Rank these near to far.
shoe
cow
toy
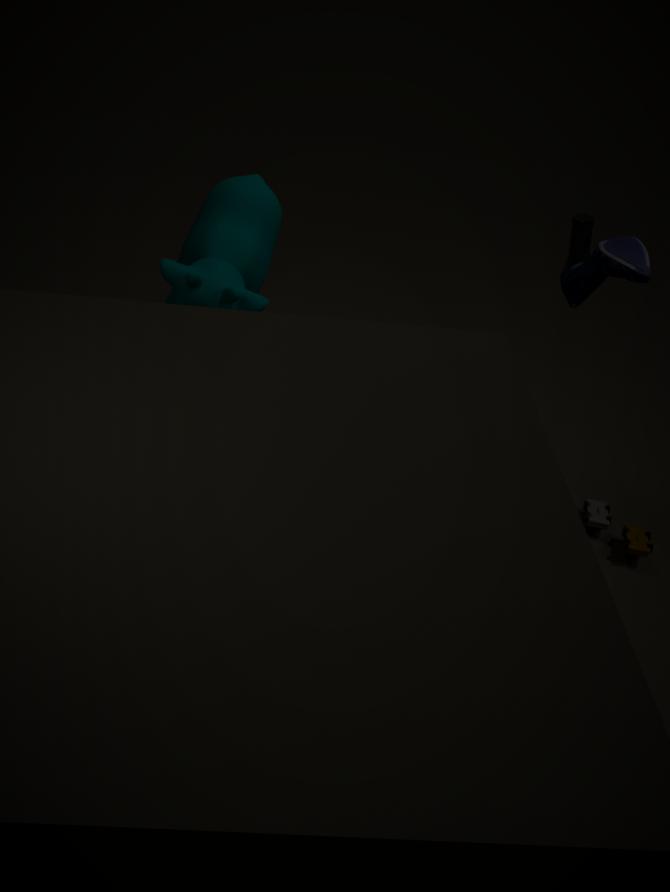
1. cow
2. shoe
3. toy
